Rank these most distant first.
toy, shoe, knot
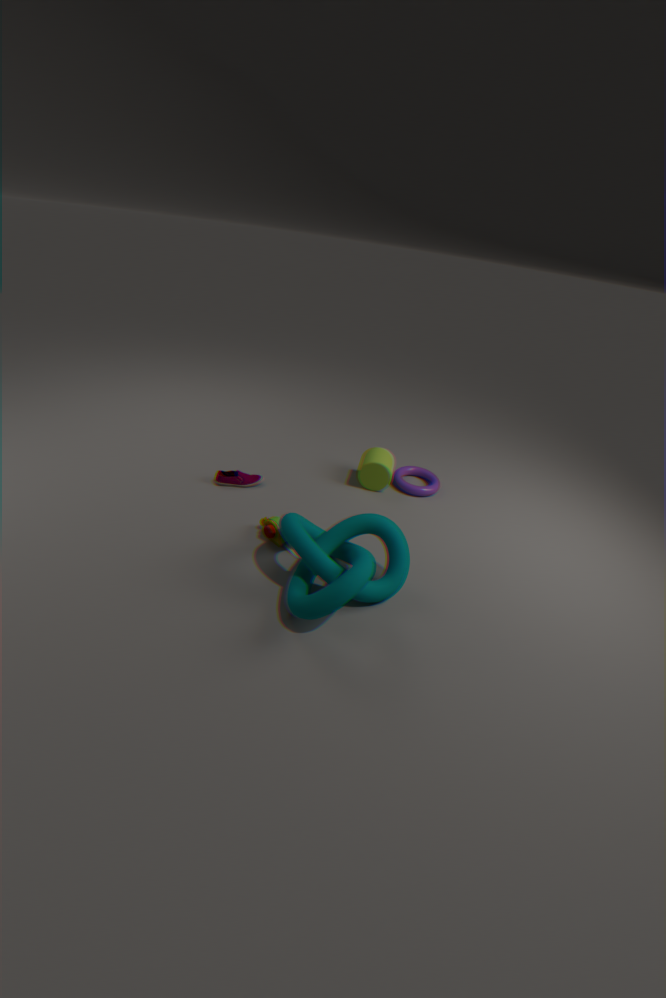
shoe, toy, knot
